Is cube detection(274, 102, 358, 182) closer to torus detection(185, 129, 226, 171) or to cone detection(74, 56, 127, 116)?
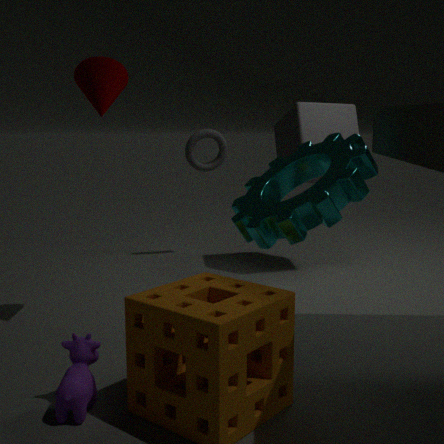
torus detection(185, 129, 226, 171)
